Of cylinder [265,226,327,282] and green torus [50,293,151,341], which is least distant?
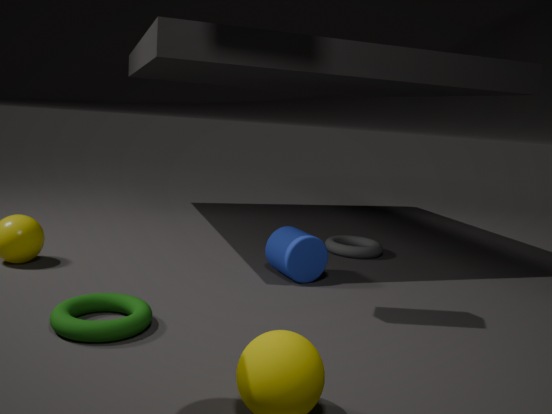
green torus [50,293,151,341]
